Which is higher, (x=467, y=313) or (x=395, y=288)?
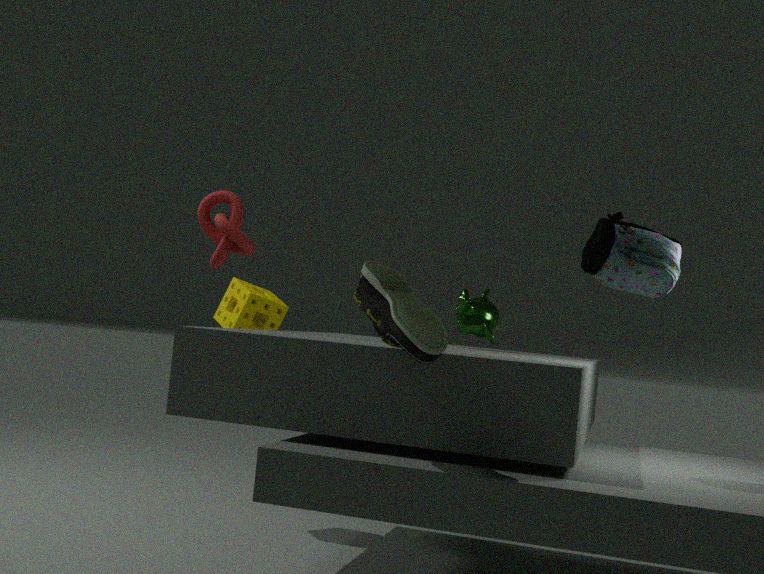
(x=467, y=313)
